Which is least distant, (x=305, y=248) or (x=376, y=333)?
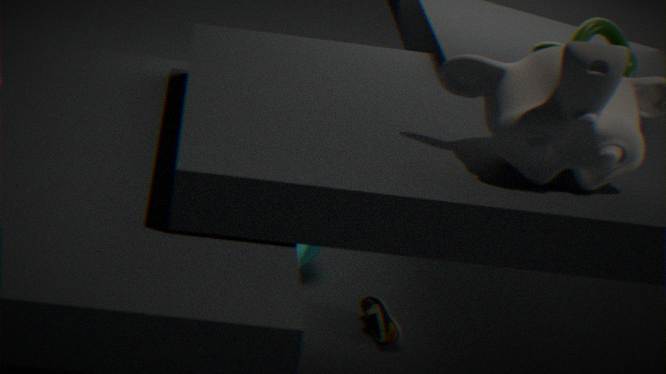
(x=376, y=333)
